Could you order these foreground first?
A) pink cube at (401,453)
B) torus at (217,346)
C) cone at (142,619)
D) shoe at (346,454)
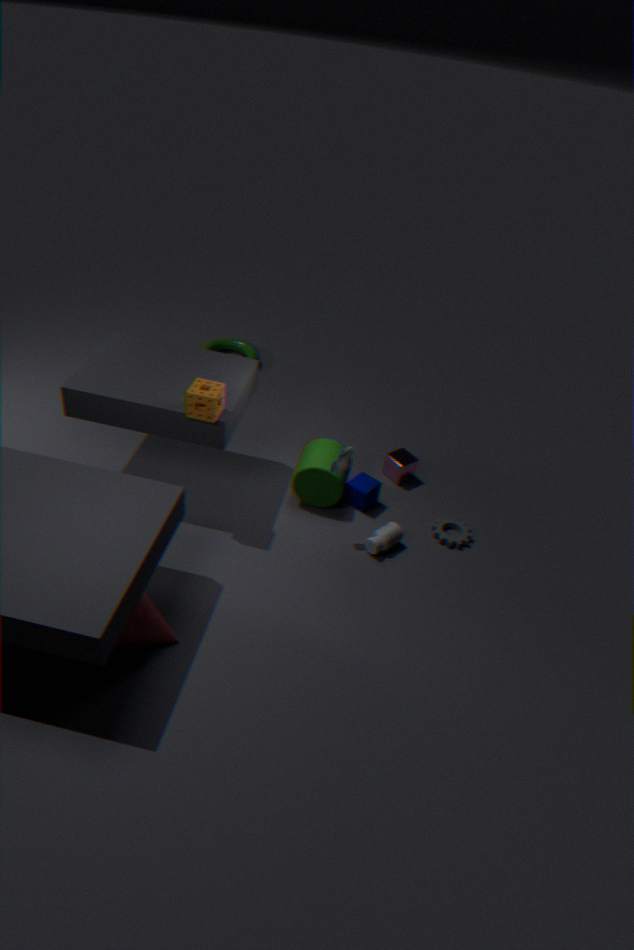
1. cone at (142,619)
2. shoe at (346,454)
3. pink cube at (401,453)
4. torus at (217,346)
